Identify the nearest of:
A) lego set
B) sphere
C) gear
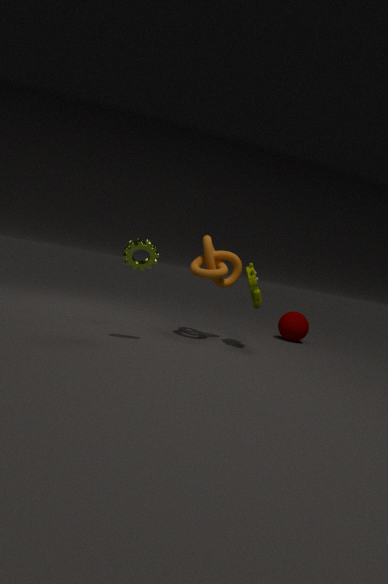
C. gear
